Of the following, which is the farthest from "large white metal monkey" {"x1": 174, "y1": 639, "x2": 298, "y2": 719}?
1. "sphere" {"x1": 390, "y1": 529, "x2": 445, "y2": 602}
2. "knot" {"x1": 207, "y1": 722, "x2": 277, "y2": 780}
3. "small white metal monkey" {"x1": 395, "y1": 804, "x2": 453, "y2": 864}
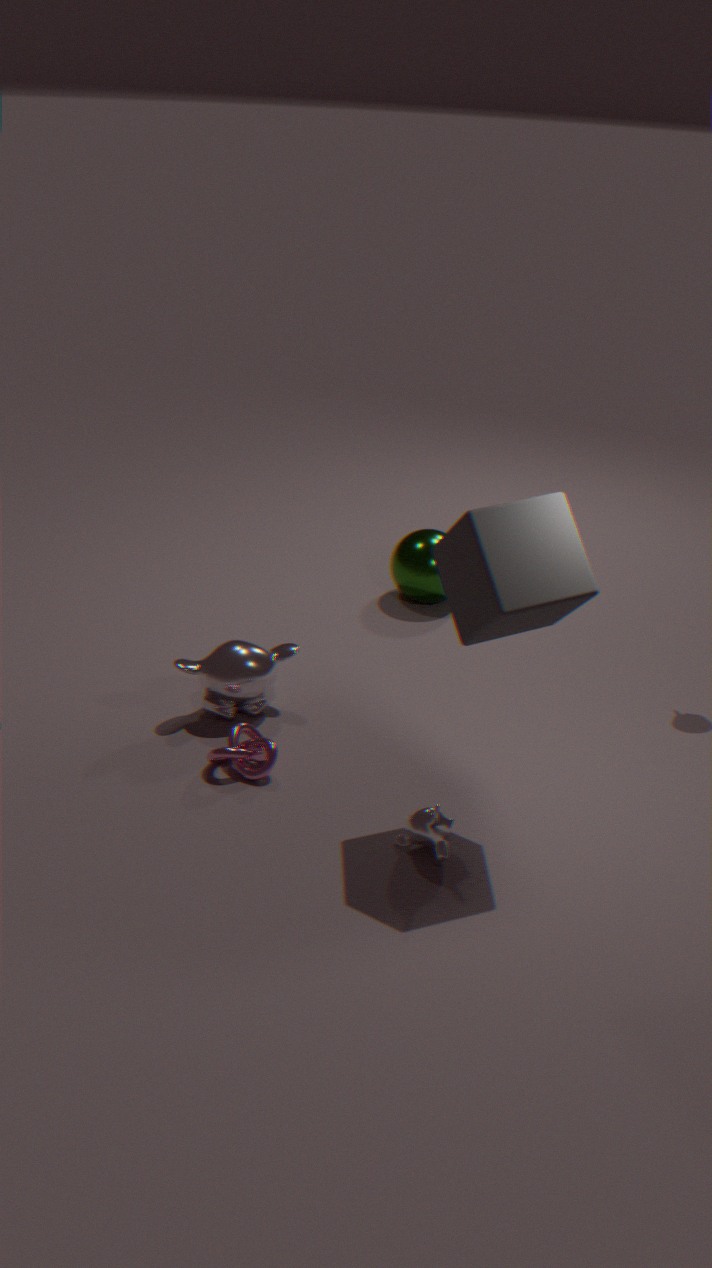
"sphere" {"x1": 390, "y1": 529, "x2": 445, "y2": 602}
